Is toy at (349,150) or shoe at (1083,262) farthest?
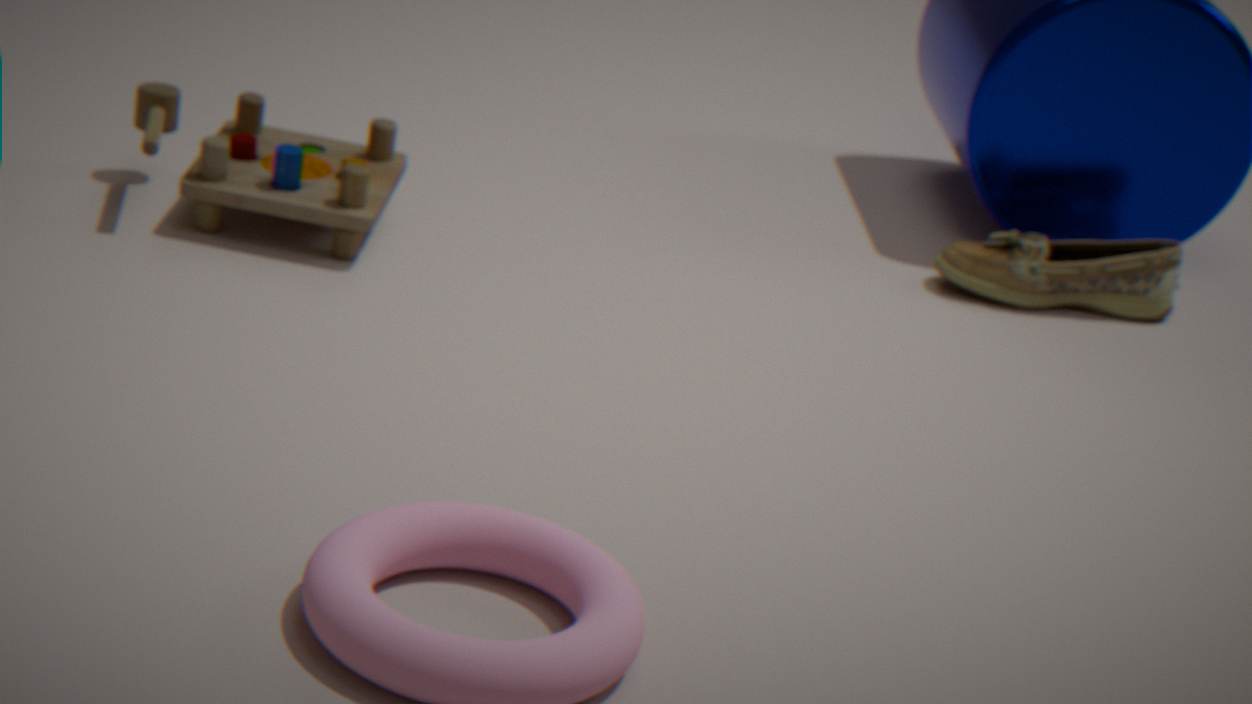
shoe at (1083,262)
